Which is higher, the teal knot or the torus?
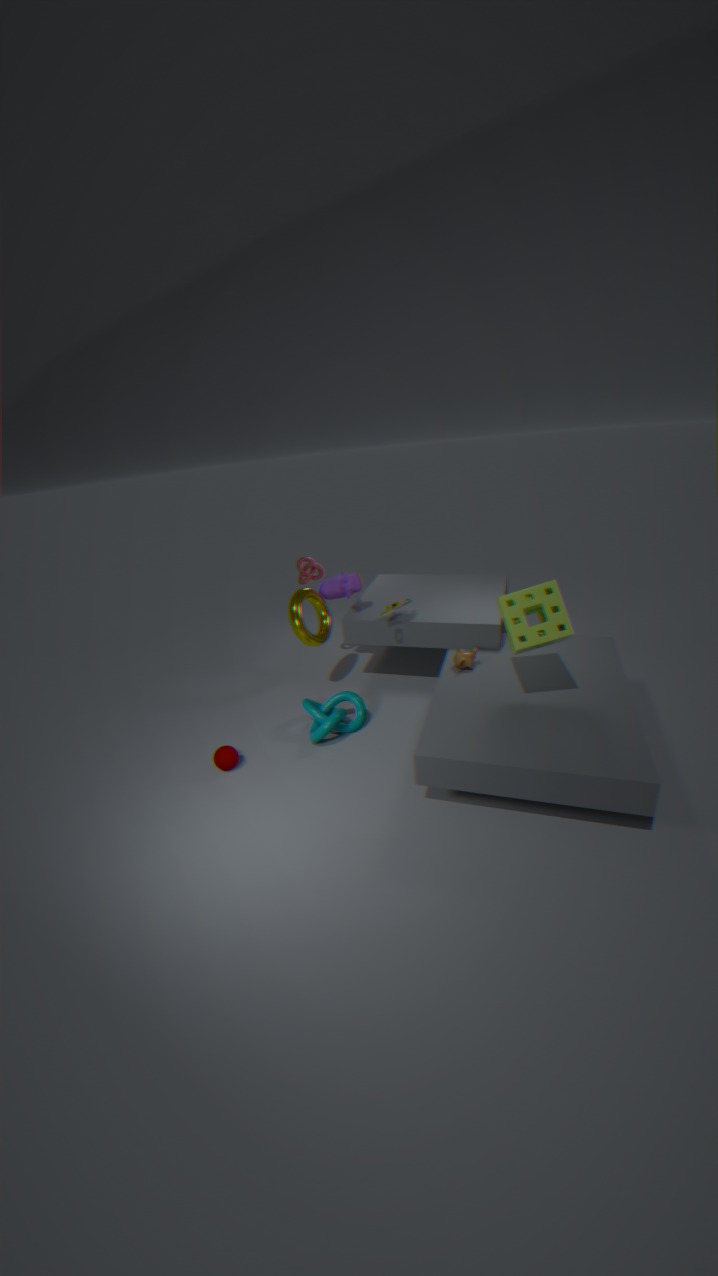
the torus
